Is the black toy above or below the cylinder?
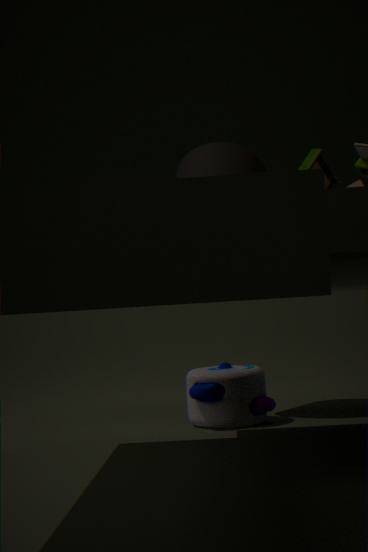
below
